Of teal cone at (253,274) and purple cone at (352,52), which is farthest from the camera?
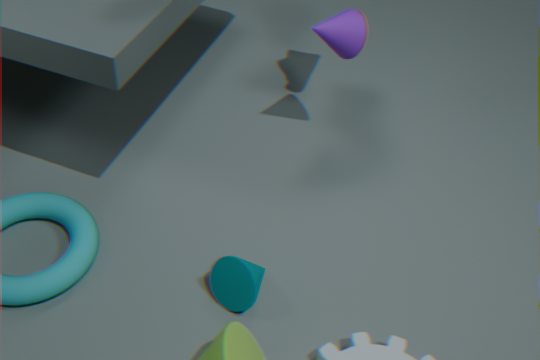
purple cone at (352,52)
